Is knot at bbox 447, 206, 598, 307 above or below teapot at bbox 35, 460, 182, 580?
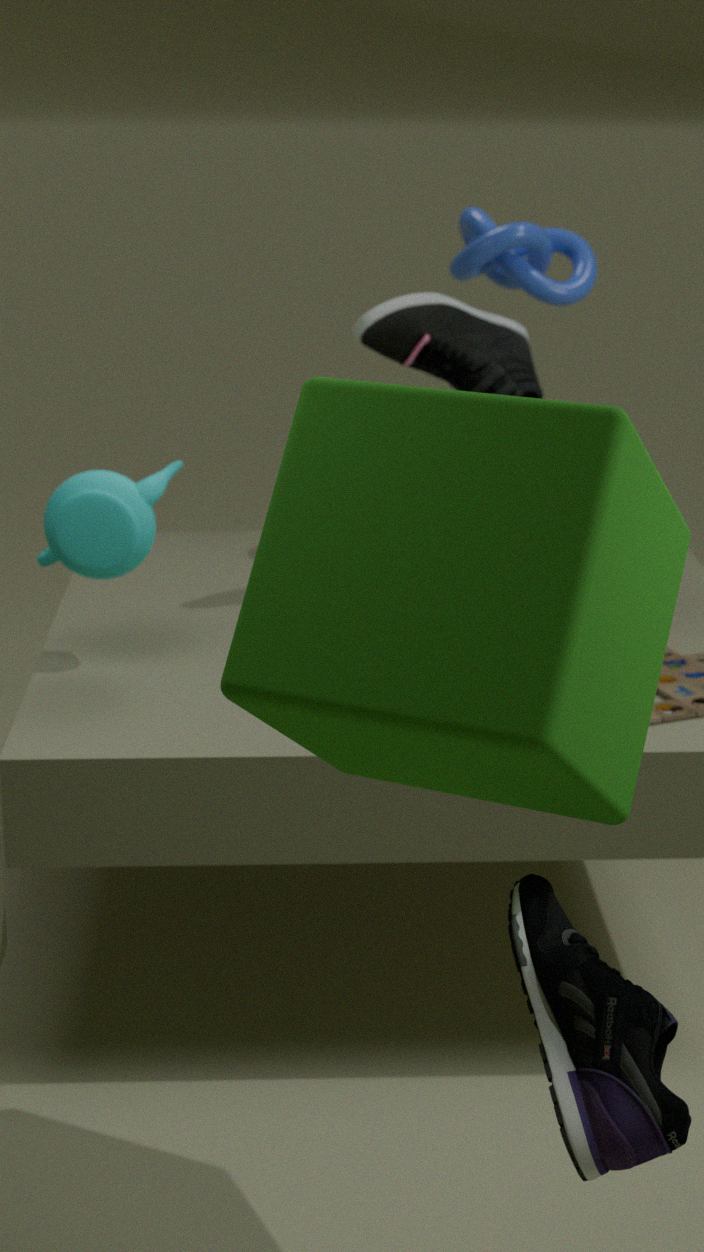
above
